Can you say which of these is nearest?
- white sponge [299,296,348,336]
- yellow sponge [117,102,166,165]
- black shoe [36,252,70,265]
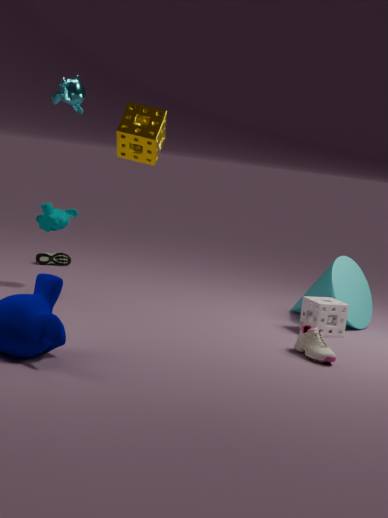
yellow sponge [117,102,166,165]
